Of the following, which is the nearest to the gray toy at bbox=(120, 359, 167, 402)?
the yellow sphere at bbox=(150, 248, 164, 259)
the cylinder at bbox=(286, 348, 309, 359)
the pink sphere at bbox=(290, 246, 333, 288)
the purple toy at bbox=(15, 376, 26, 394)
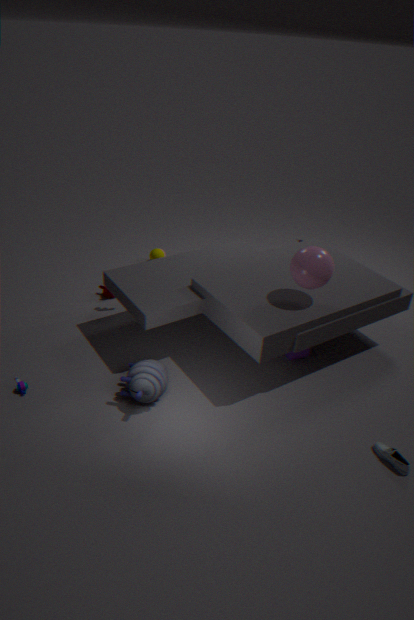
the purple toy at bbox=(15, 376, 26, 394)
